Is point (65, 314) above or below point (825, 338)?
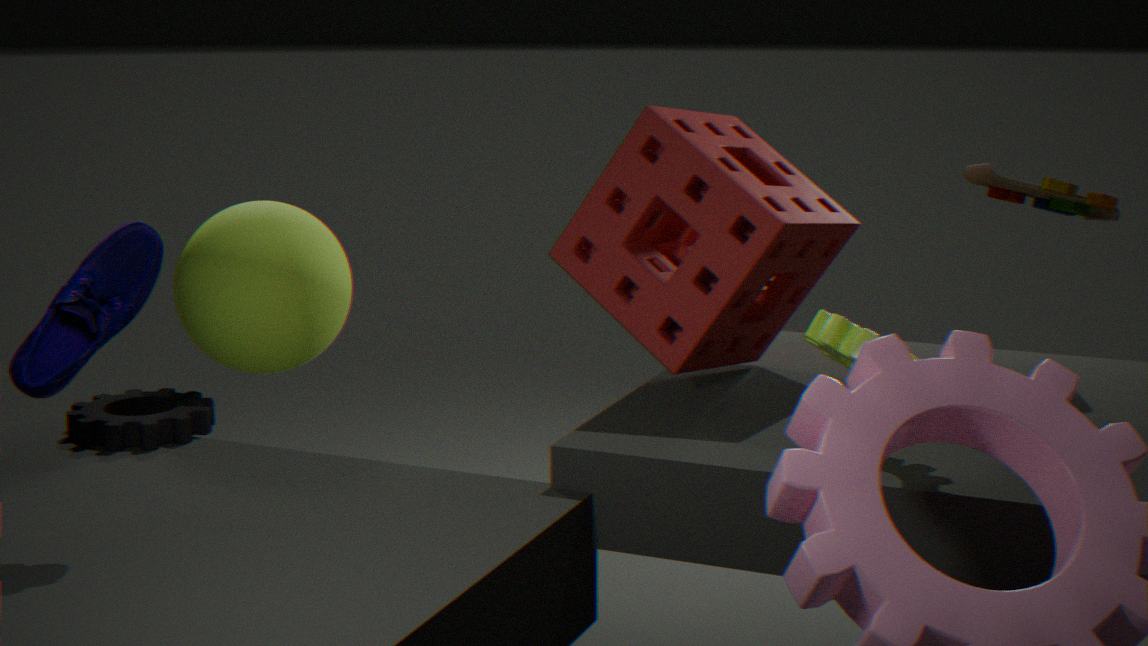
above
